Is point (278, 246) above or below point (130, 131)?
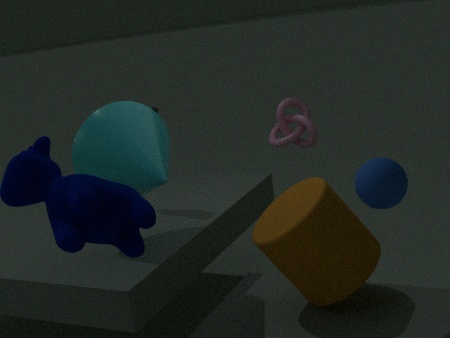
below
